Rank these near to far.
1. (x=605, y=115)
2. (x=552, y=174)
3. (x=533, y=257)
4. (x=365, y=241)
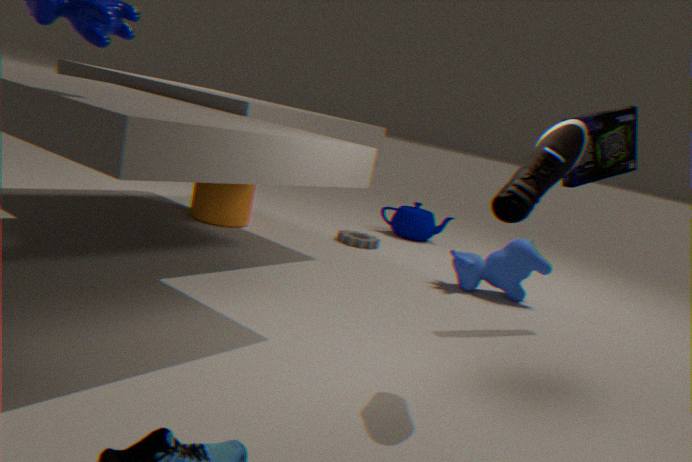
(x=552, y=174)
(x=605, y=115)
(x=533, y=257)
(x=365, y=241)
